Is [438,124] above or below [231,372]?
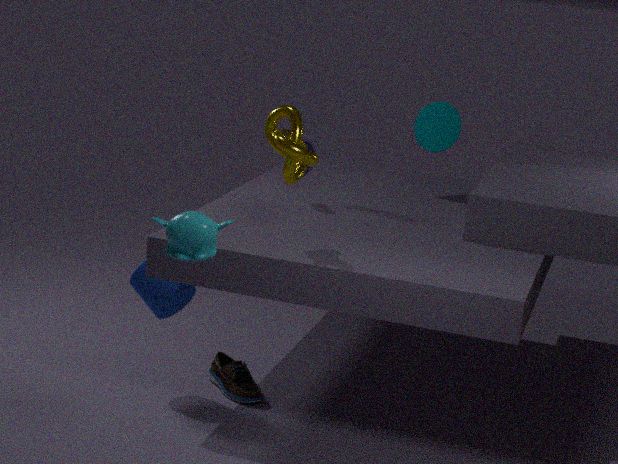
above
